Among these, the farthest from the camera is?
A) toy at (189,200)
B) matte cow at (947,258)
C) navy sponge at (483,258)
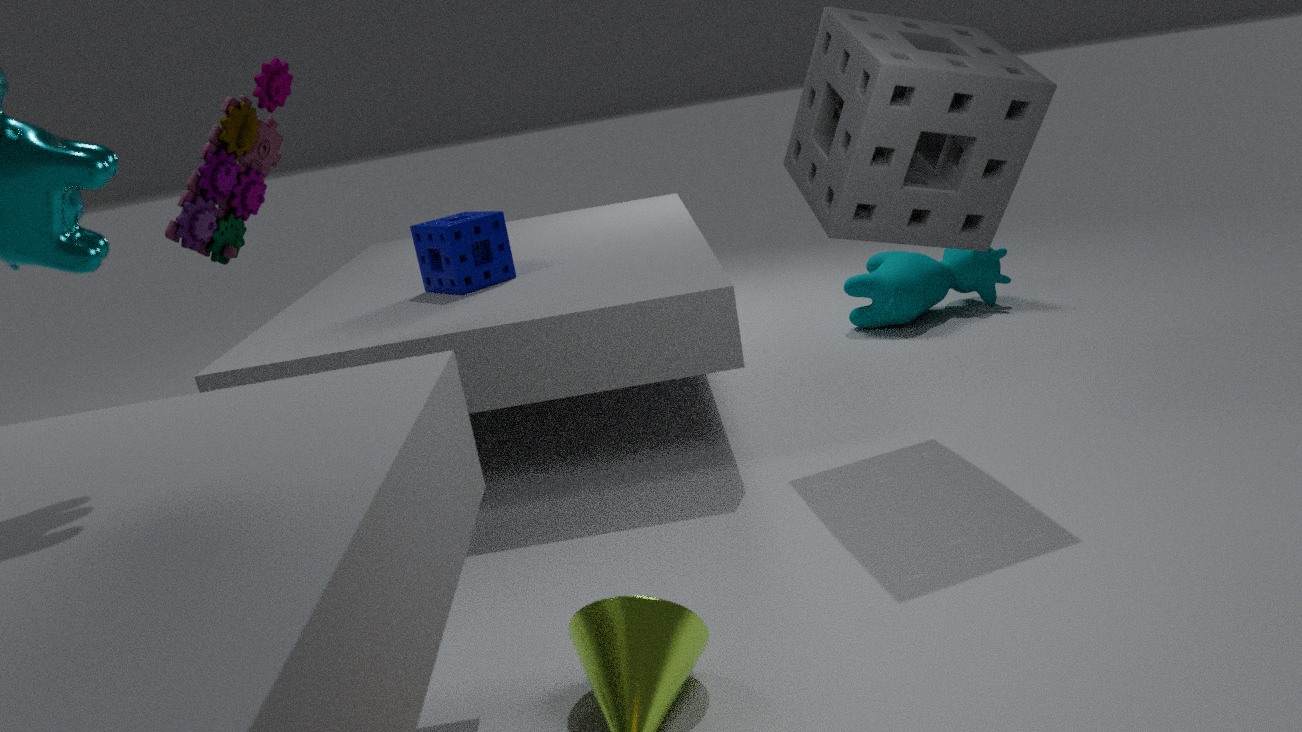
matte cow at (947,258)
